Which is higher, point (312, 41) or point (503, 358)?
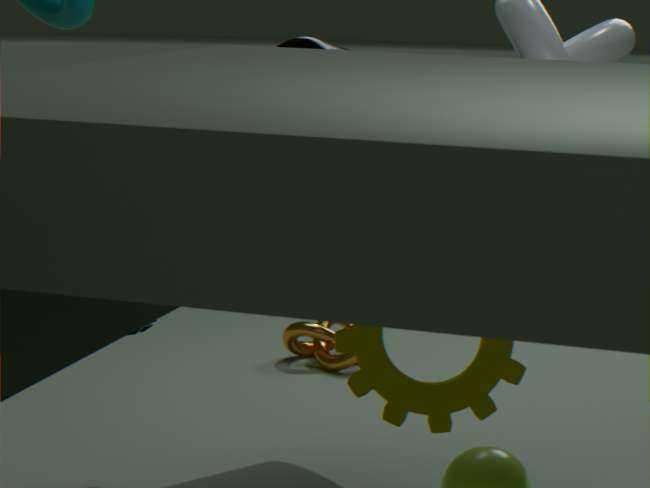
point (312, 41)
